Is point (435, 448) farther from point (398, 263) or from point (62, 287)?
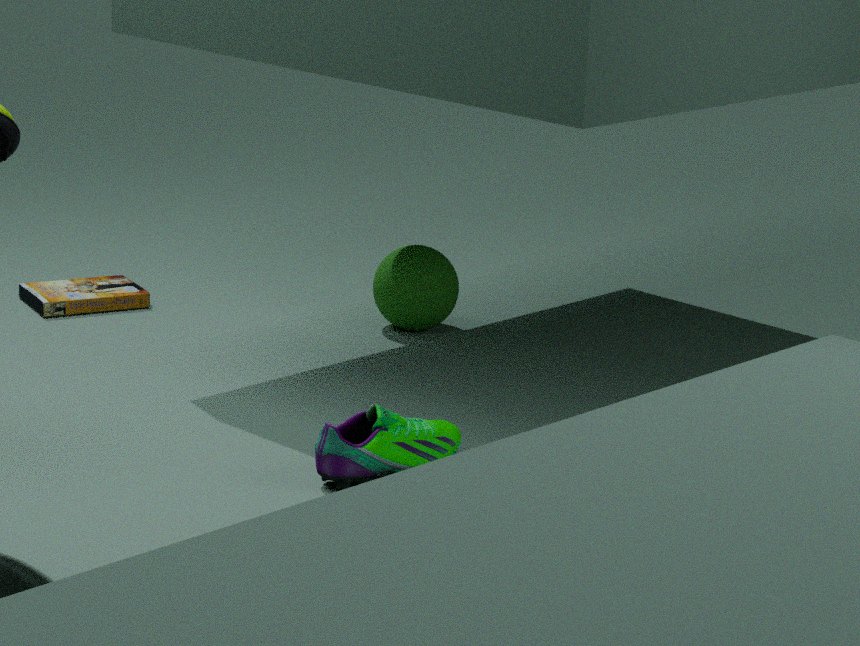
point (62, 287)
